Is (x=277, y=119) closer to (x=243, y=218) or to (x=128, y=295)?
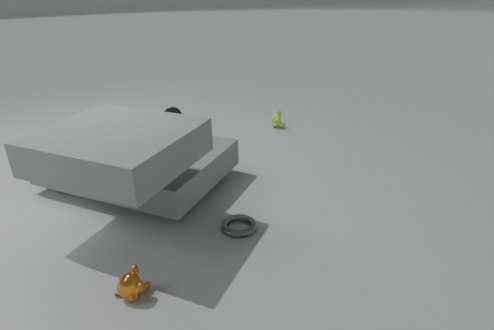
(x=243, y=218)
